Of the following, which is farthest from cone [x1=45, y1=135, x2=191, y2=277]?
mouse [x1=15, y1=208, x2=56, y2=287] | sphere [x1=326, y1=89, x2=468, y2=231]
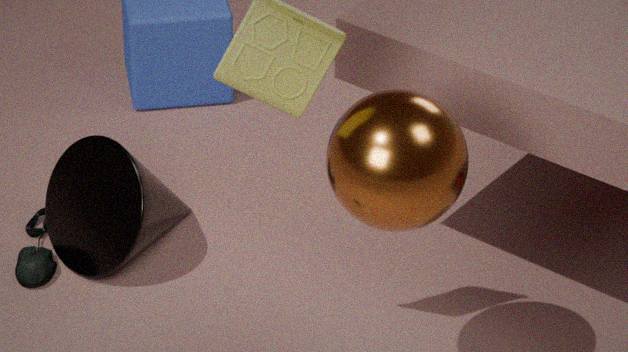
sphere [x1=326, y1=89, x2=468, y2=231]
